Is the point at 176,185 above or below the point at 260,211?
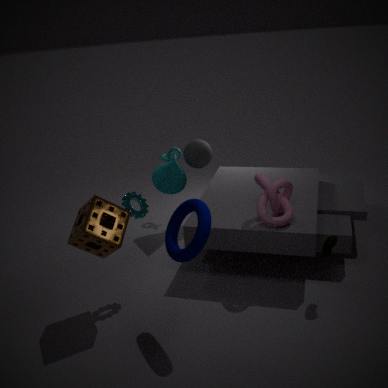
below
